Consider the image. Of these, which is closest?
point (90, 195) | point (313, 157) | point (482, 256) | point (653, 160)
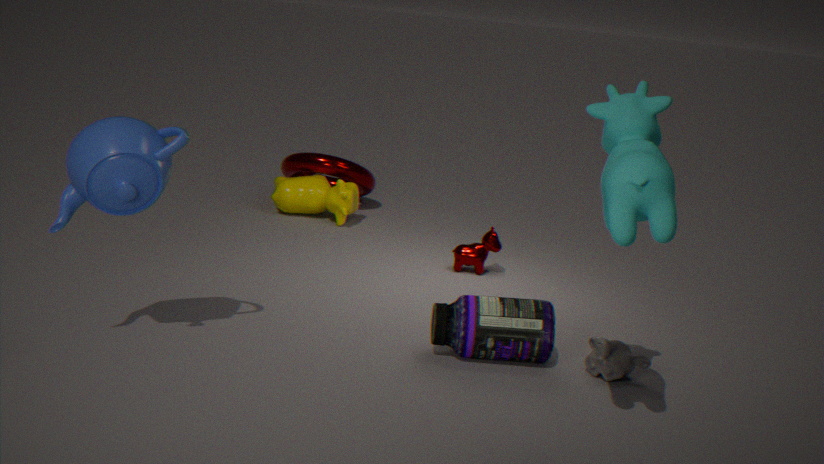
point (653, 160)
